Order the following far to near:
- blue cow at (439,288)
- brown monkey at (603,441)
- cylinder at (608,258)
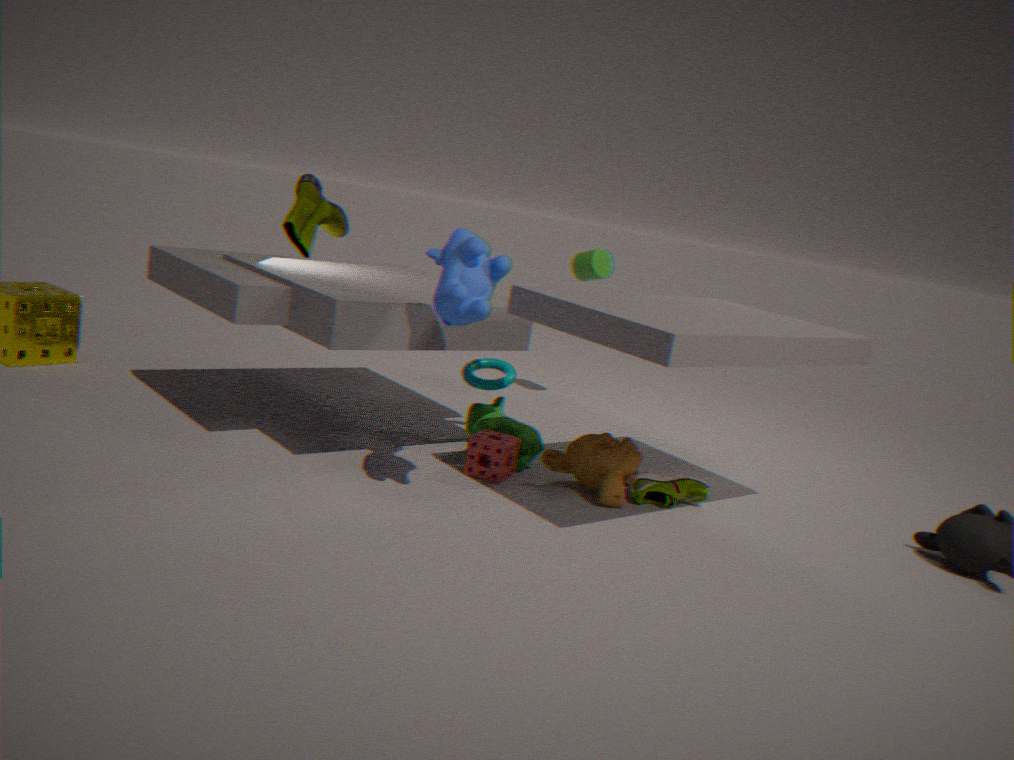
1. cylinder at (608,258)
2. brown monkey at (603,441)
3. blue cow at (439,288)
